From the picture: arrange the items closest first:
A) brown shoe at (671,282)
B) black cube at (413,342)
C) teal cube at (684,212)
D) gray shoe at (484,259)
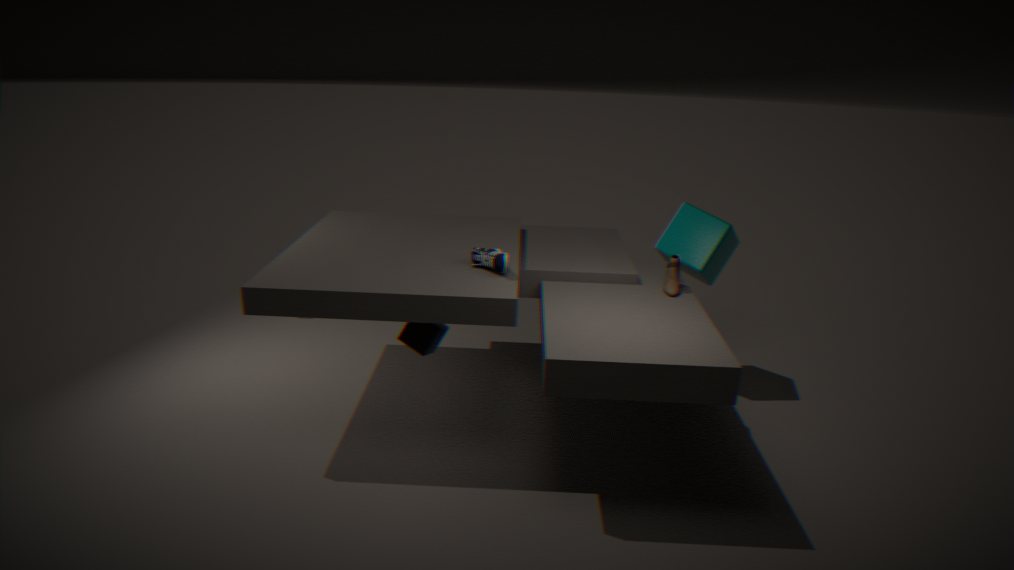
gray shoe at (484,259) < black cube at (413,342) < brown shoe at (671,282) < teal cube at (684,212)
